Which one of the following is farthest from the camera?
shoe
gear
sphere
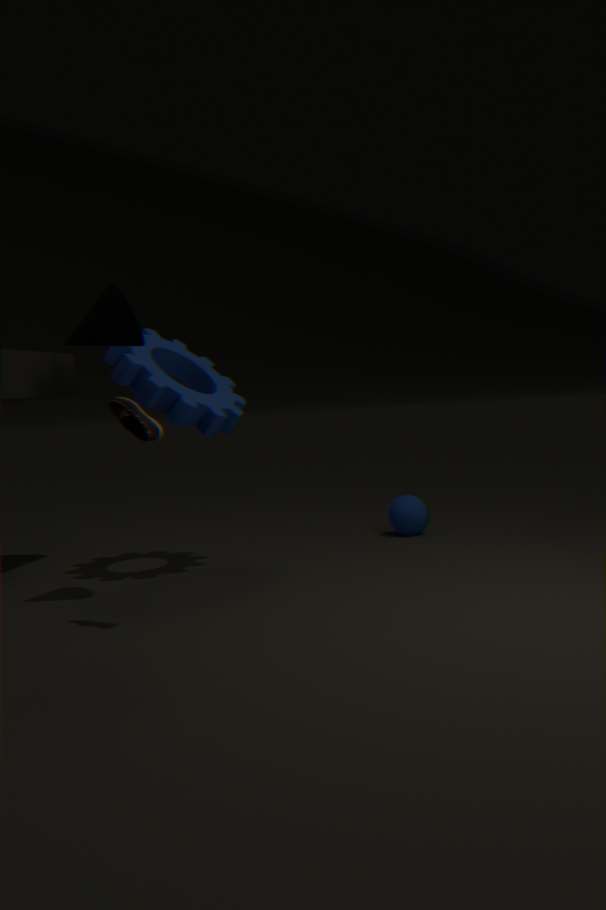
sphere
